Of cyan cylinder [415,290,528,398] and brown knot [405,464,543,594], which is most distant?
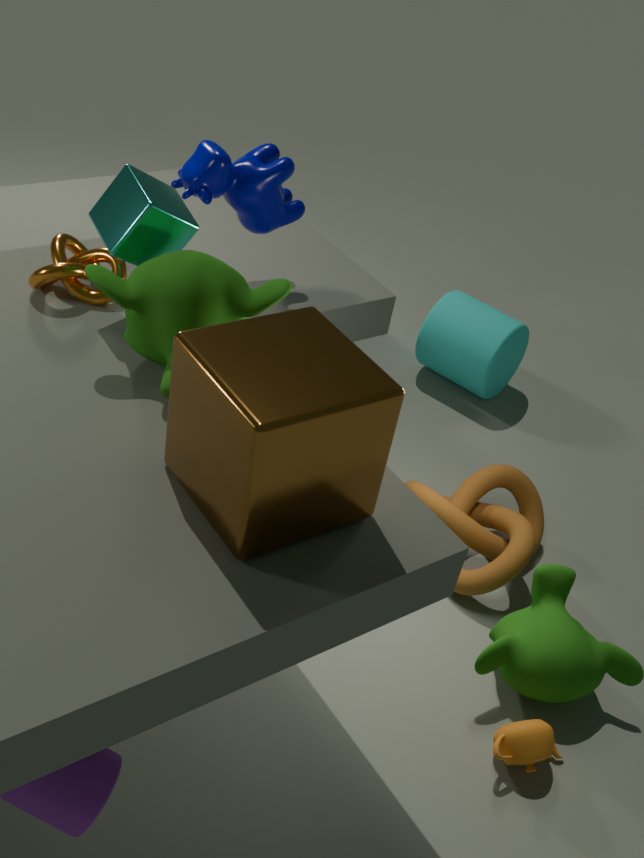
cyan cylinder [415,290,528,398]
